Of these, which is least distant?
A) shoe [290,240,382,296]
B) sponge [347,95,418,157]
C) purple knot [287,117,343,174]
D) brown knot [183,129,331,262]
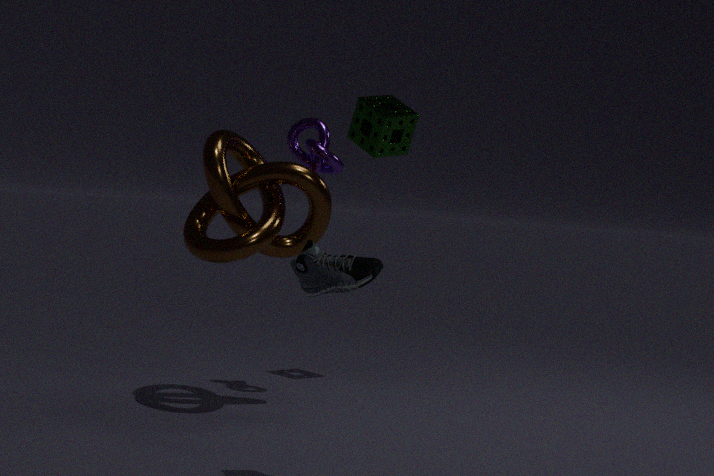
shoe [290,240,382,296]
